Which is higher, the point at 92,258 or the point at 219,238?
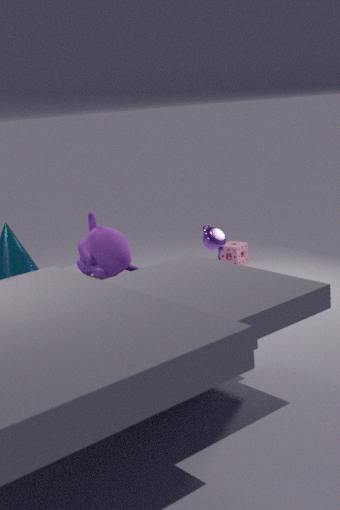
the point at 92,258
